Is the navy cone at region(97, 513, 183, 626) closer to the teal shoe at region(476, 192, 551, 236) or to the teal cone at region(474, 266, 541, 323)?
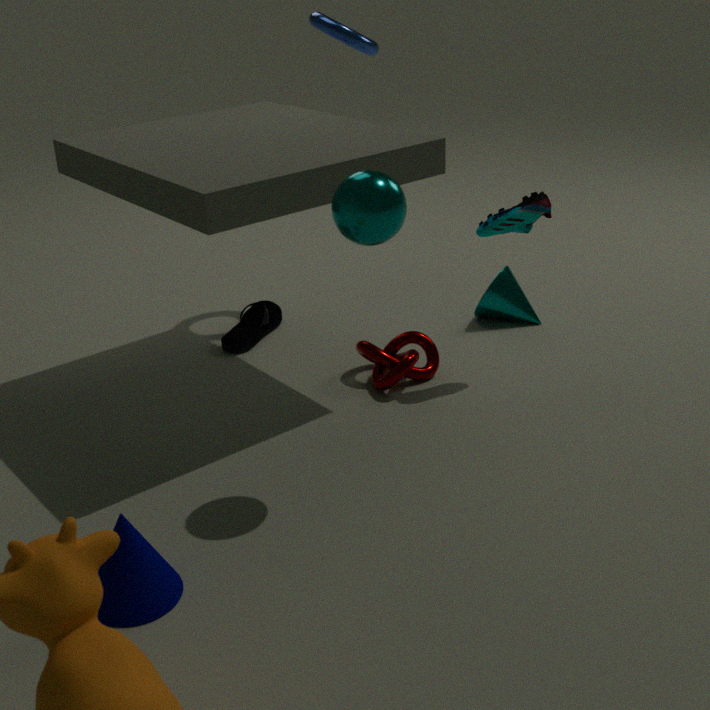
the teal shoe at region(476, 192, 551, 236)
